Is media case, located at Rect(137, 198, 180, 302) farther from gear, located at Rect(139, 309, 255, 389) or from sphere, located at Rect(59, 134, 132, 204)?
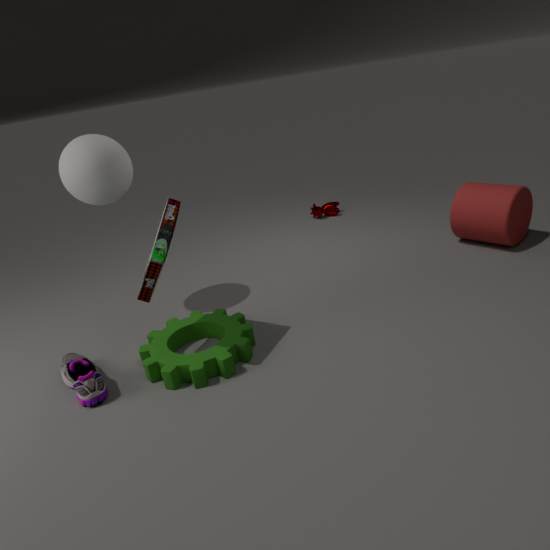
sphere, located at Rect(59, 134, 132, 204)
